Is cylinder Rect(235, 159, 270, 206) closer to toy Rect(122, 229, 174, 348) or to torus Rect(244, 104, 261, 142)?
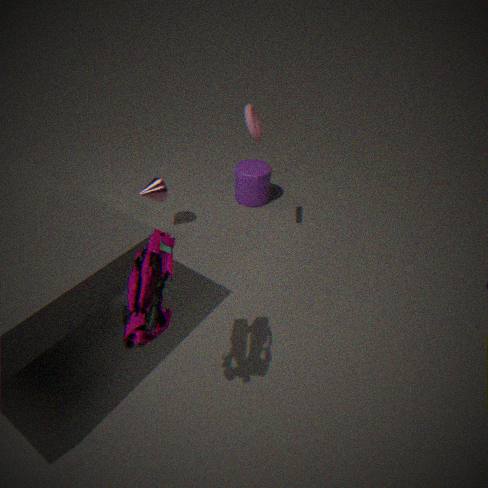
torus Rect(244, 104, 261, 142)
